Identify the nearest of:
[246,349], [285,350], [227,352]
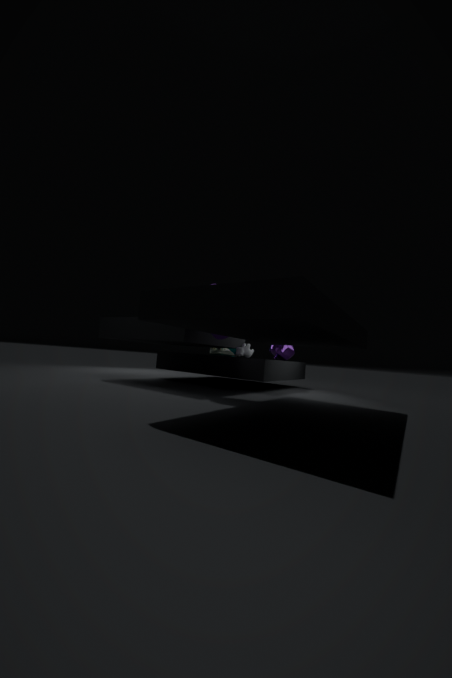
[246,349]
